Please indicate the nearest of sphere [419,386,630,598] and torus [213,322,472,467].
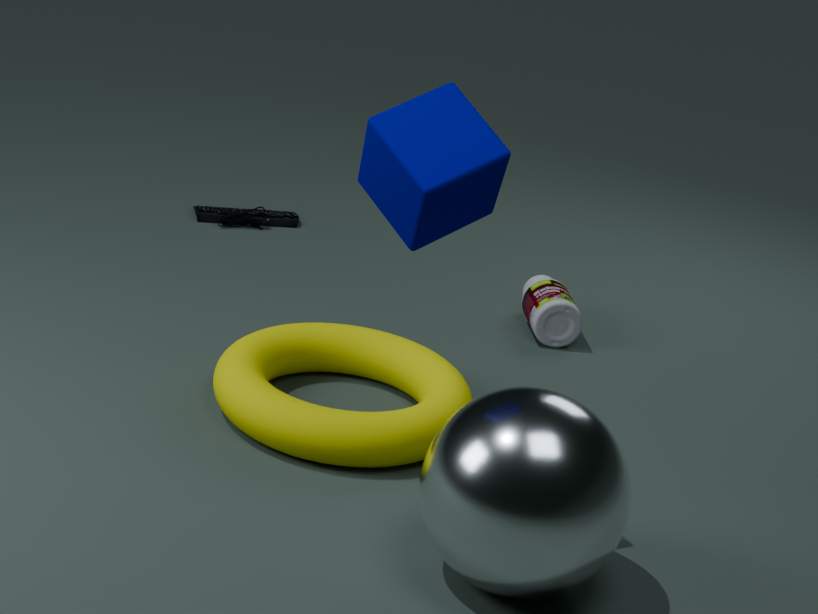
sphere [419,386,630,598]
